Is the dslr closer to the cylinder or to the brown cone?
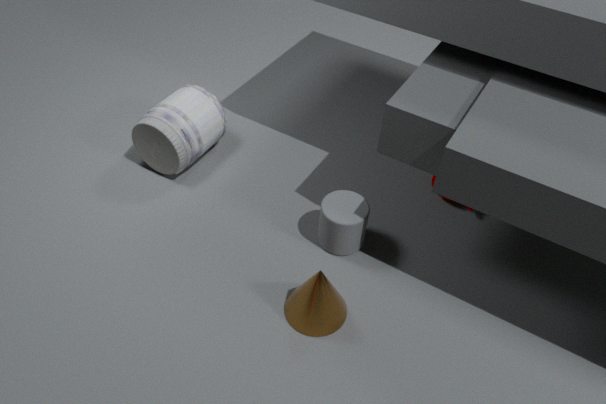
the cylinder
